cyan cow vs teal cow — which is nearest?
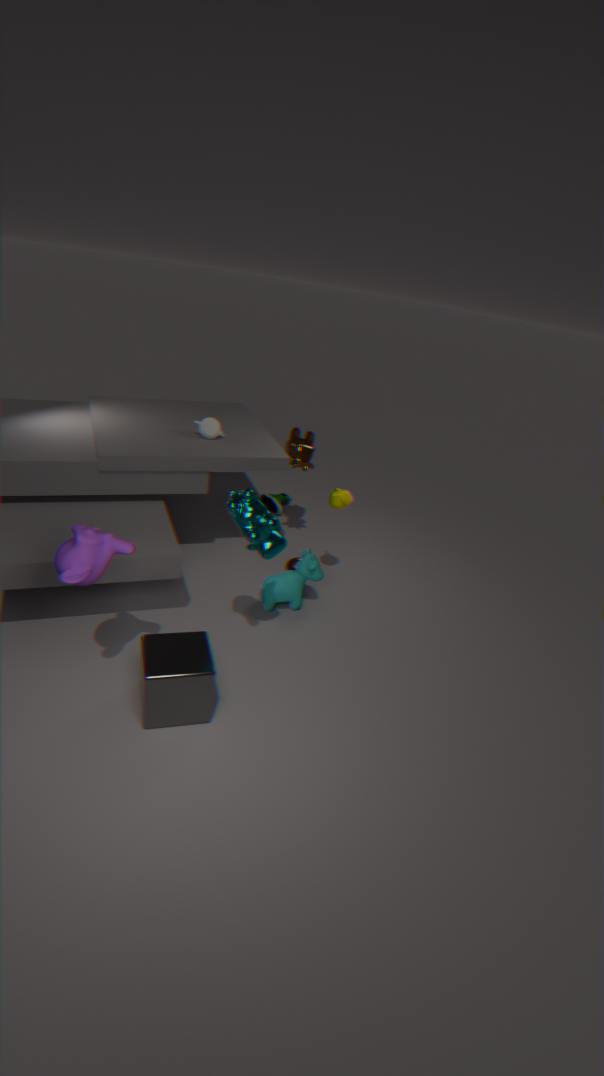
teal cow
